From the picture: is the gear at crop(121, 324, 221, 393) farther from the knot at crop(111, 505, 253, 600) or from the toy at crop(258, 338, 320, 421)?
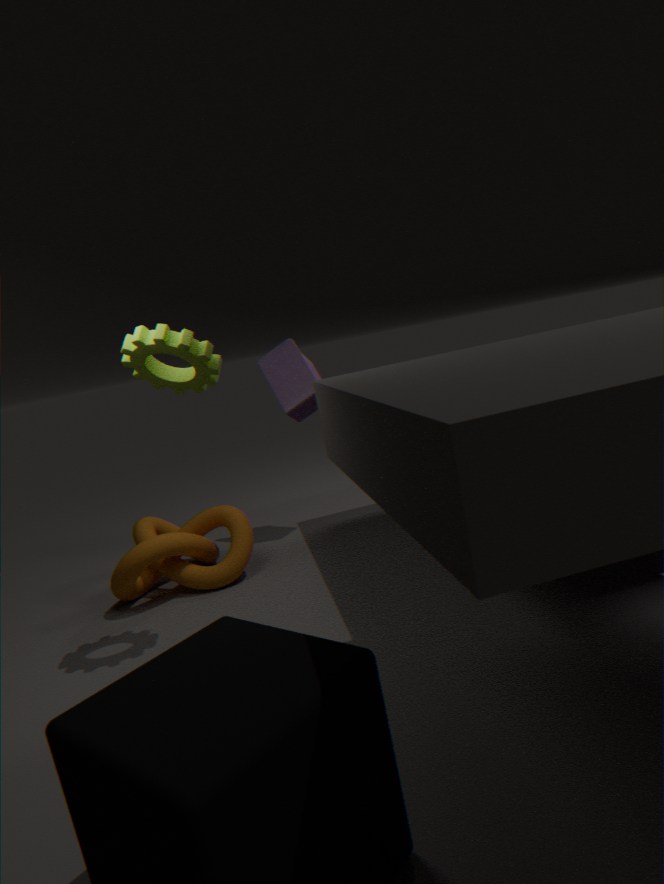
the toy at crop(258, 338, 320, 421)
